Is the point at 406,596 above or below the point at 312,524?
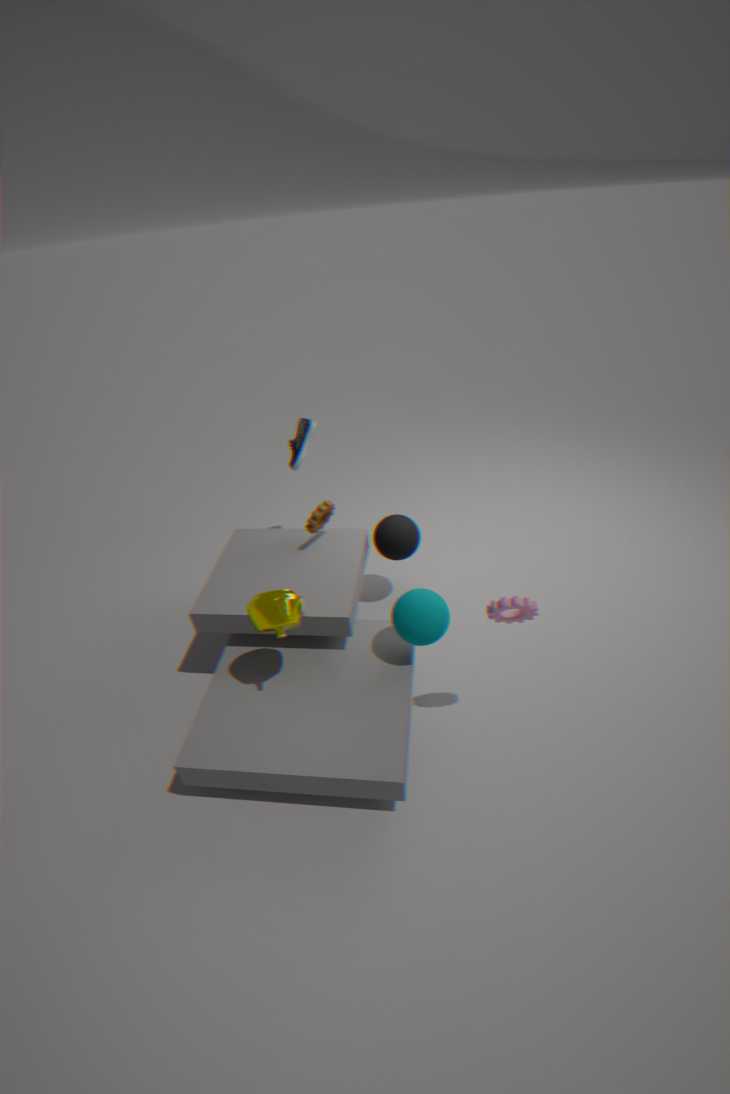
below
